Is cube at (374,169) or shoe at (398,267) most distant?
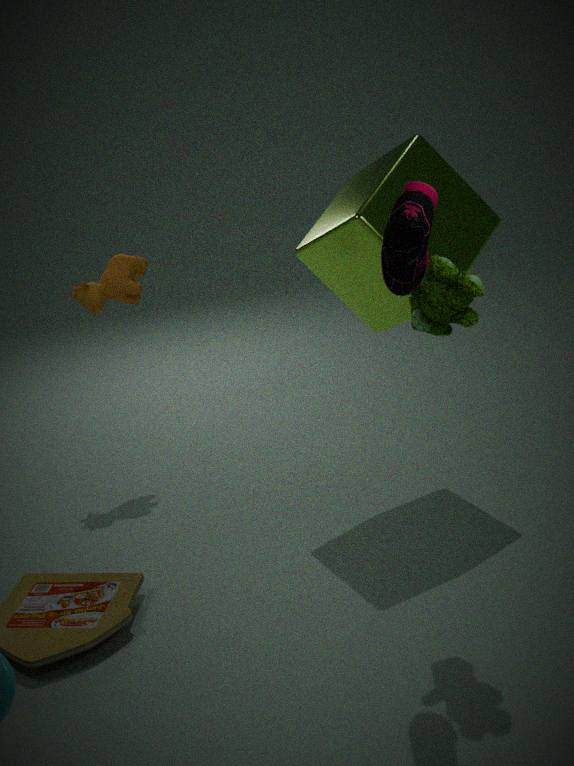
cube at (374,169)
